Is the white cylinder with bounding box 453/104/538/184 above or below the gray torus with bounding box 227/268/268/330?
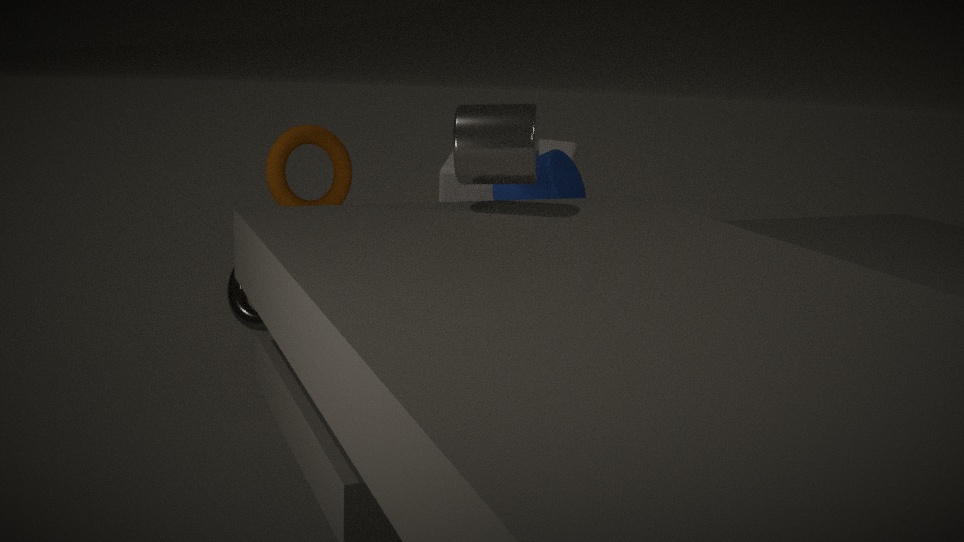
above
